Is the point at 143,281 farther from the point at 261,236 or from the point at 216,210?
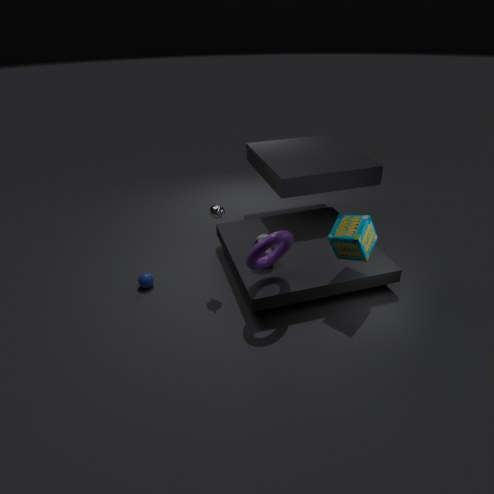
the point at 261,236
